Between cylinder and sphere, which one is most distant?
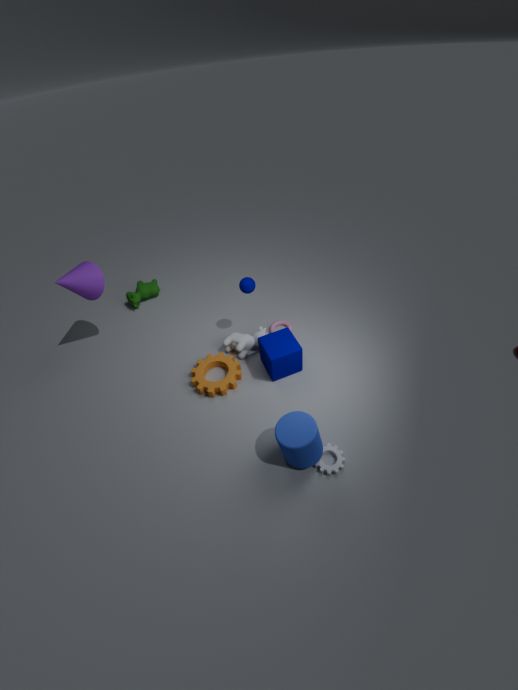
sphere
